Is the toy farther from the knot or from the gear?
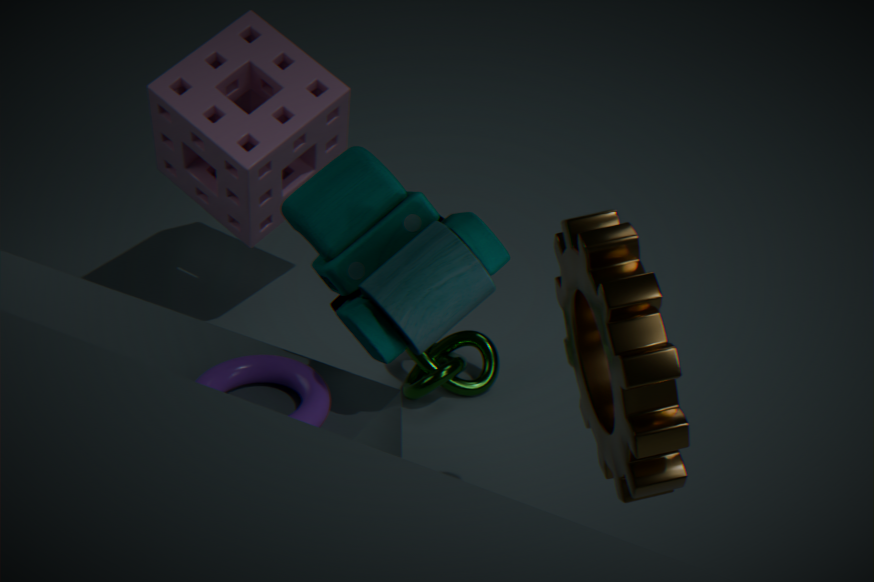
the knot
